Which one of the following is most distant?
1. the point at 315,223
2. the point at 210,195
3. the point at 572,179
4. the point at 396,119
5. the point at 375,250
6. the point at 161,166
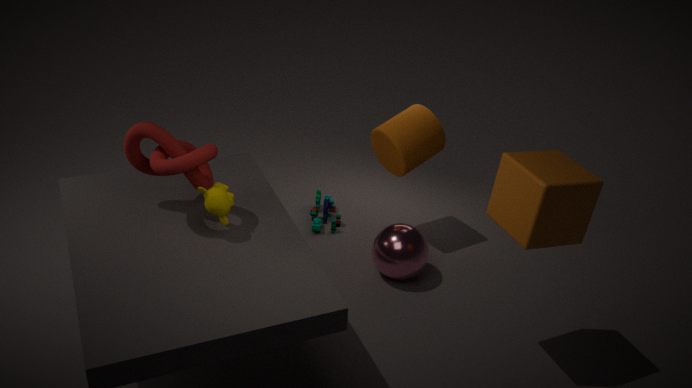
the point at 315,223
